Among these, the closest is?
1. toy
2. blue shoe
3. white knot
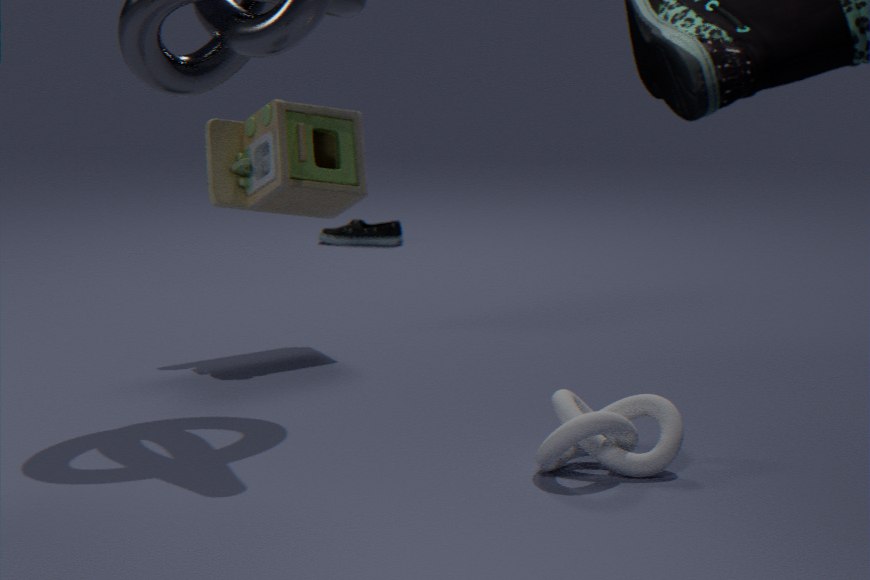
white knot
